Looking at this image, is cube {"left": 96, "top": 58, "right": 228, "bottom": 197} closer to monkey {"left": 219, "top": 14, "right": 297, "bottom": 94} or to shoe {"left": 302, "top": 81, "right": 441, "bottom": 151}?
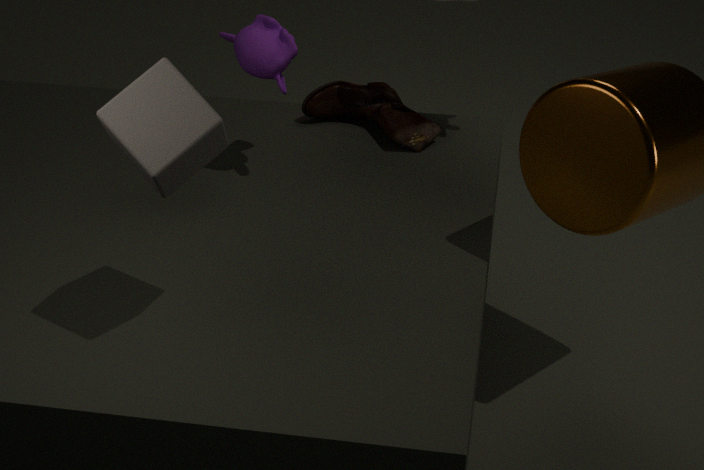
monkey {"left": 219, "top": 14, "right": 297, "bottom": 94}
